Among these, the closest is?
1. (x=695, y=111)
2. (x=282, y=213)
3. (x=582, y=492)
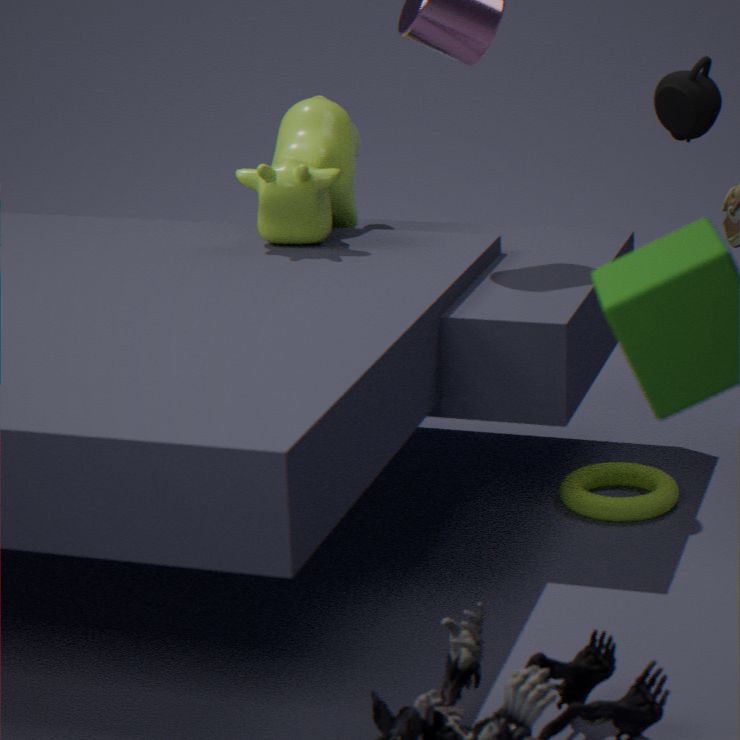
(x=582, y=492)
